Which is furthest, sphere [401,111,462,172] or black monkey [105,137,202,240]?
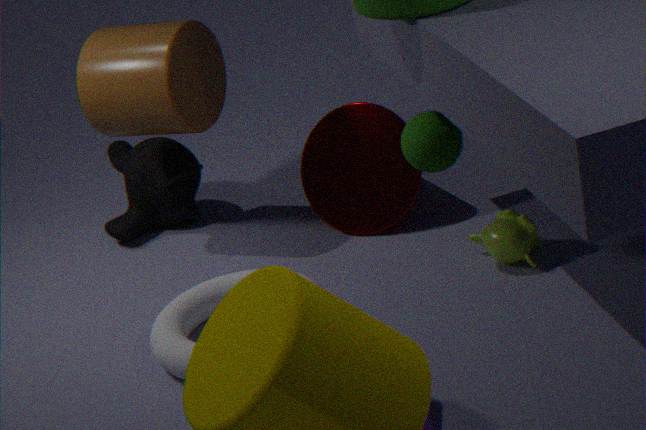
black monkey [105,137,202,240]
